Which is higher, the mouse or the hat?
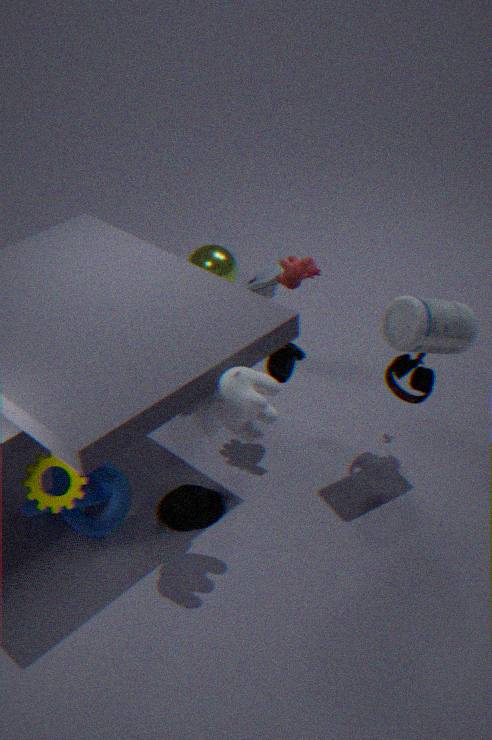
the mouse
